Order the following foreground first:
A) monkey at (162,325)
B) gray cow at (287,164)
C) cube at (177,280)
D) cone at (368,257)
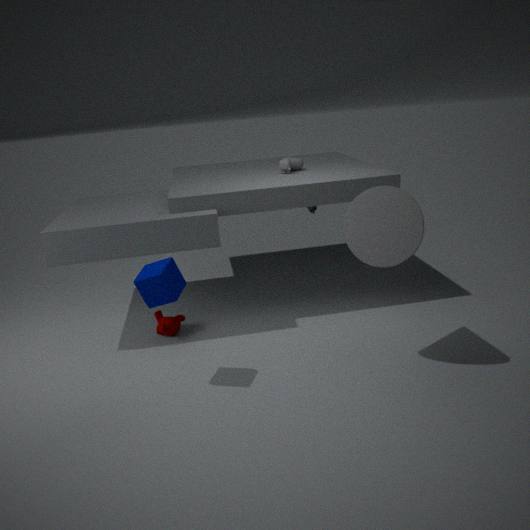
1. cone at (368,257)
2. cube at (177,280)
3. monkey at (162,325)
4. gray cow at (287,164)
